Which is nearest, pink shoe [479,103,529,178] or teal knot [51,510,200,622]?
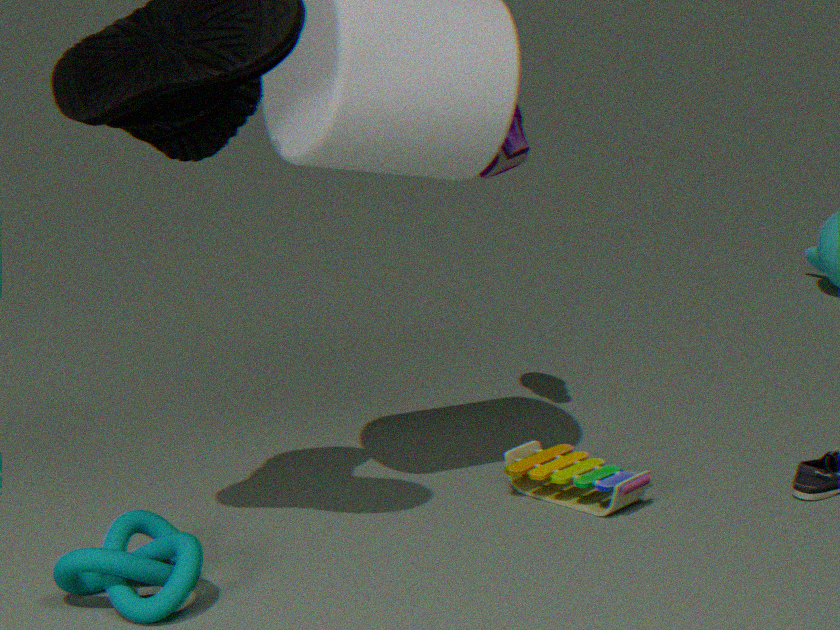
teal knot [51,510,200,622]
